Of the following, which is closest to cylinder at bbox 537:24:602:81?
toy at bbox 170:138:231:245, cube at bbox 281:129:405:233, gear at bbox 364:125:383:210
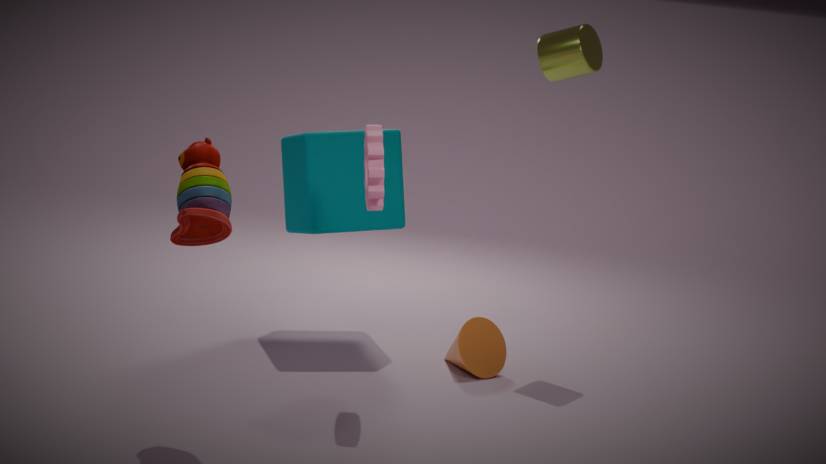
cube at bbox 281:129:405:233
